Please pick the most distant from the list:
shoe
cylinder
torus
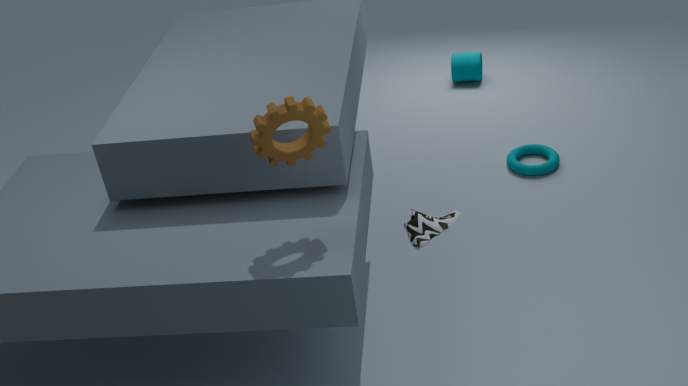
cylinder
